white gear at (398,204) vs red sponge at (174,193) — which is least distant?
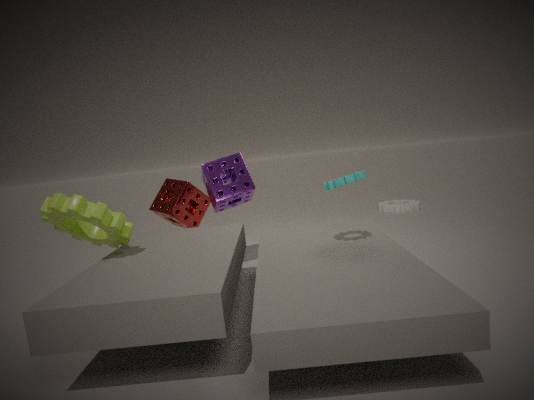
red sponge at (174,193)
